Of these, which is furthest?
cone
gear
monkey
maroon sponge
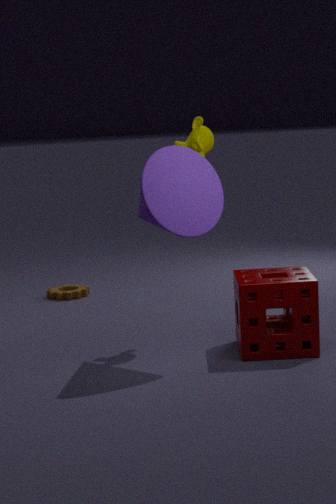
gear
